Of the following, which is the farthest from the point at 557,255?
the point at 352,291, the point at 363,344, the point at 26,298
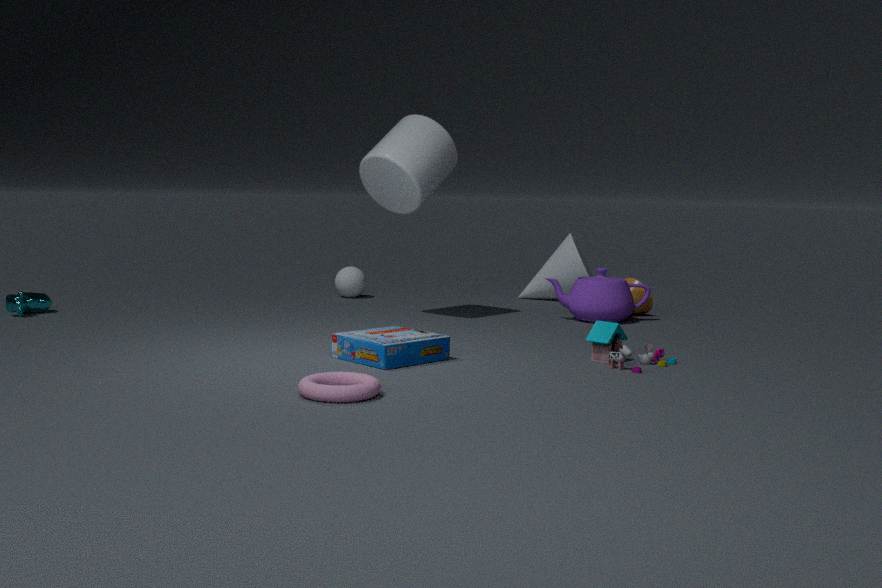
the point at 26,298
